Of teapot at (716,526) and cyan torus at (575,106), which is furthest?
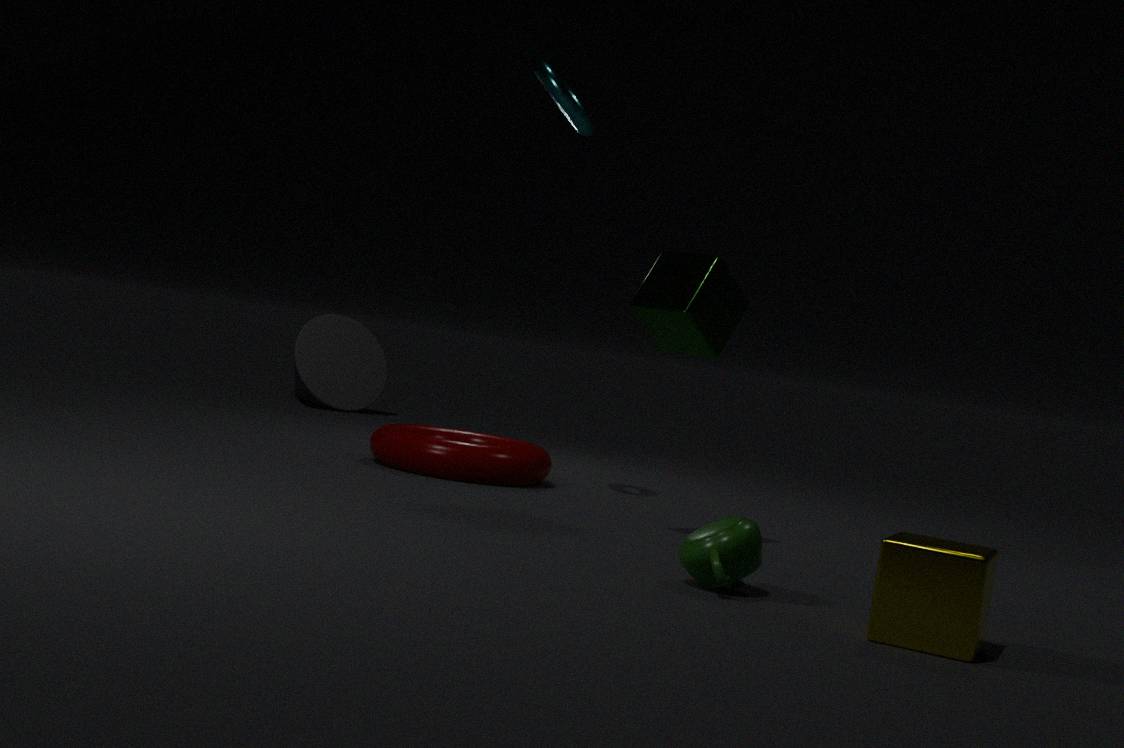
cyan torus at (575,106)
